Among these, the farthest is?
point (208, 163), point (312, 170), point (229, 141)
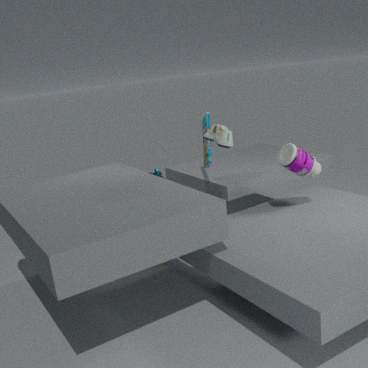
point (208, 163)
